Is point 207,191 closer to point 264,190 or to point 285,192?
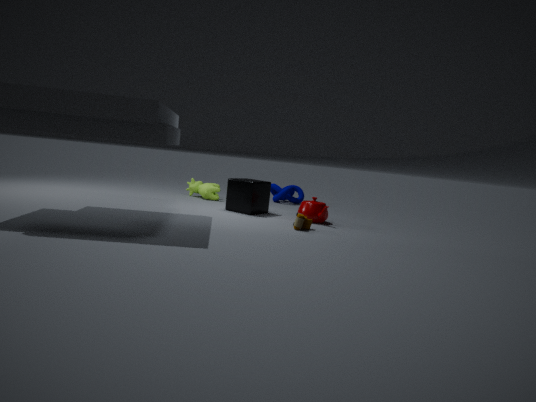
point 264,190
